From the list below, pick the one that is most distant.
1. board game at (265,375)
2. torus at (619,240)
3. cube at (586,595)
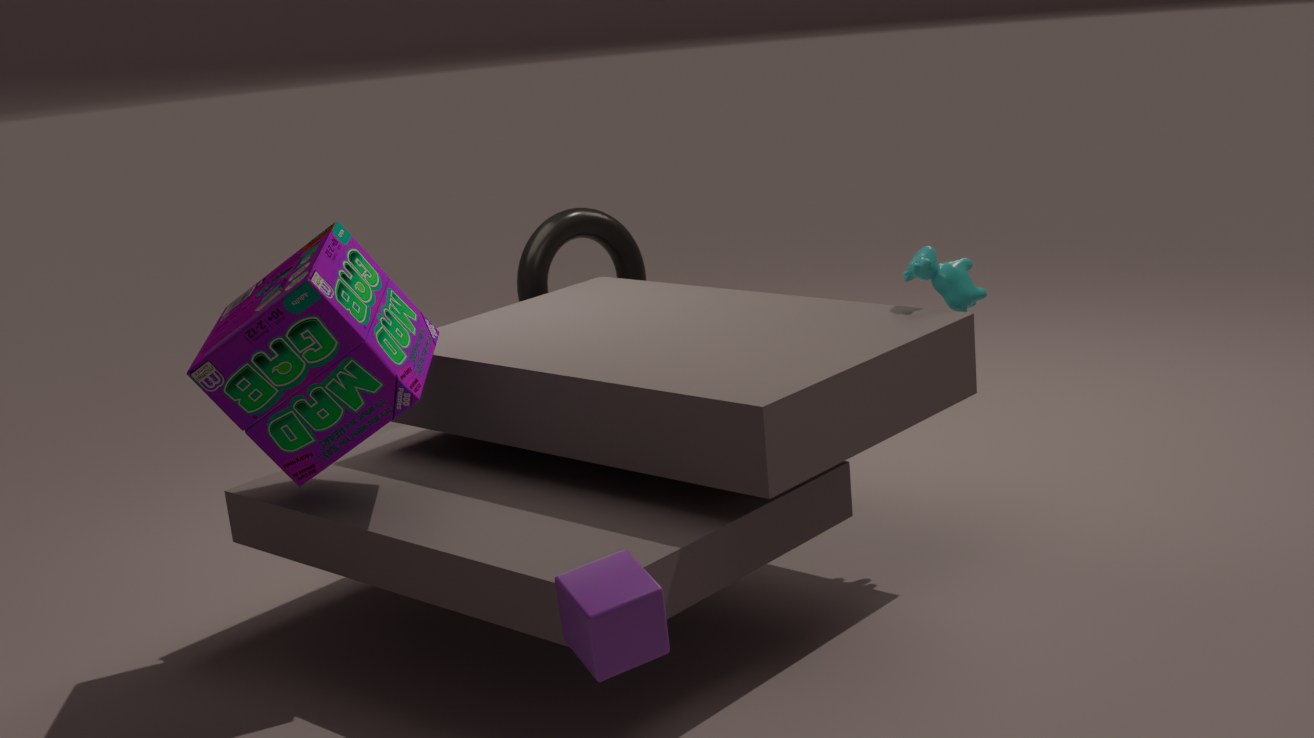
torus at (619,240)
